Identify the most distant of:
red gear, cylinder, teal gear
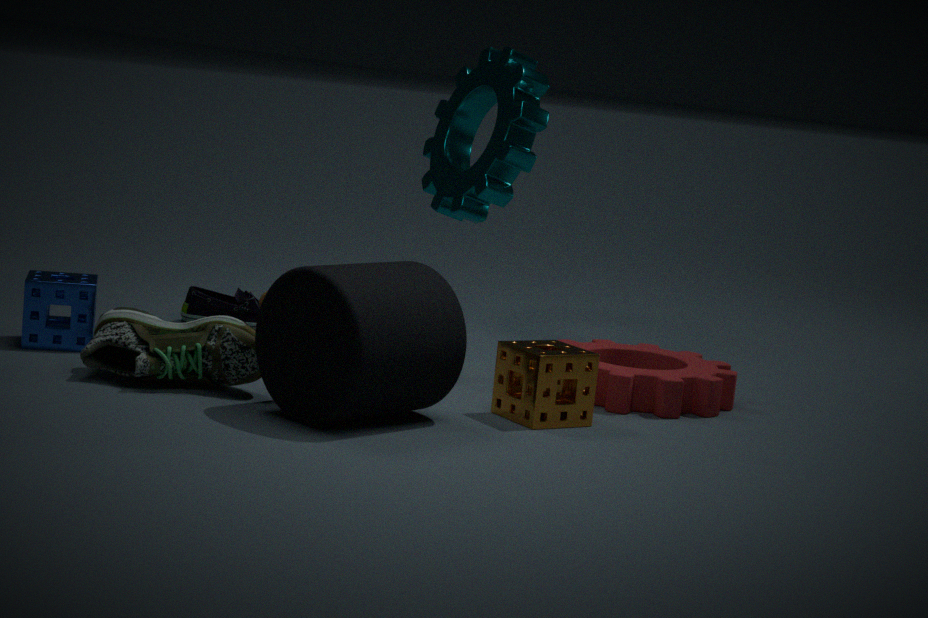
teal gear
